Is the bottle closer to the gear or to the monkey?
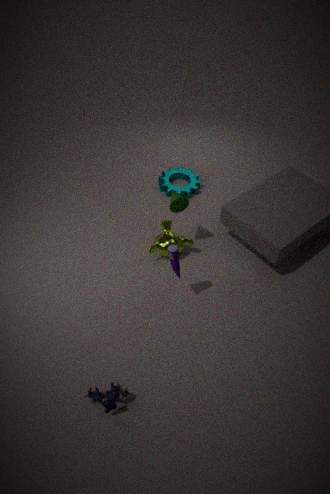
the monkey
